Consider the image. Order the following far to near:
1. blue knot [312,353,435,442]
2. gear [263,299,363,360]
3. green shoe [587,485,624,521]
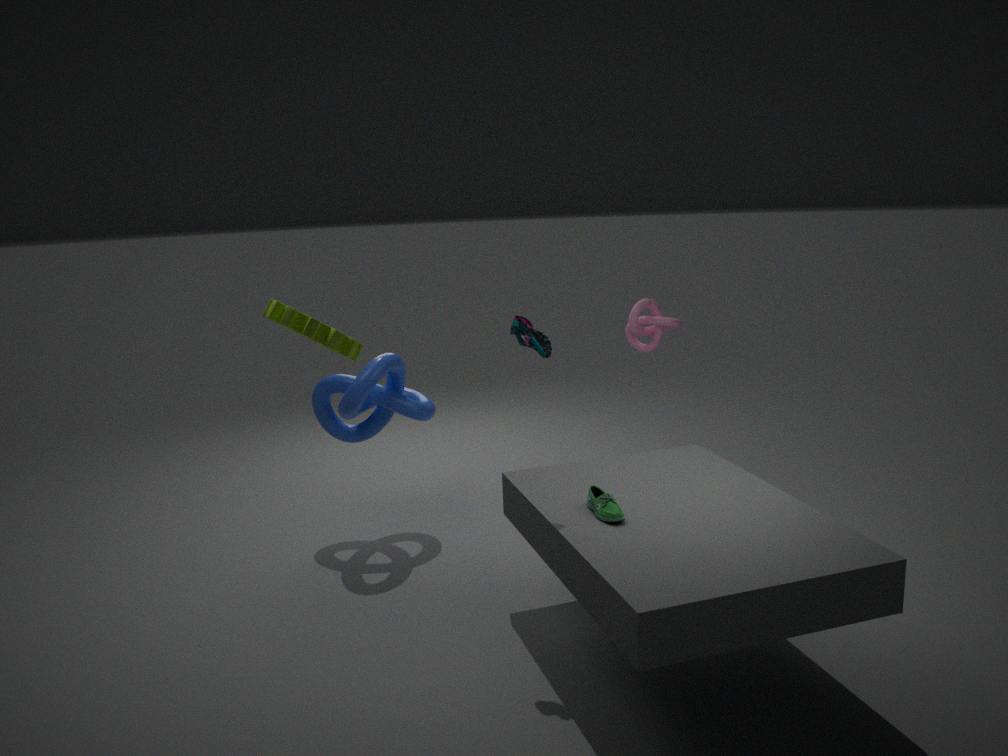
blue knot [312,353,435,442], green shoe [587,485,624,521], gear [263,299,363,360]
